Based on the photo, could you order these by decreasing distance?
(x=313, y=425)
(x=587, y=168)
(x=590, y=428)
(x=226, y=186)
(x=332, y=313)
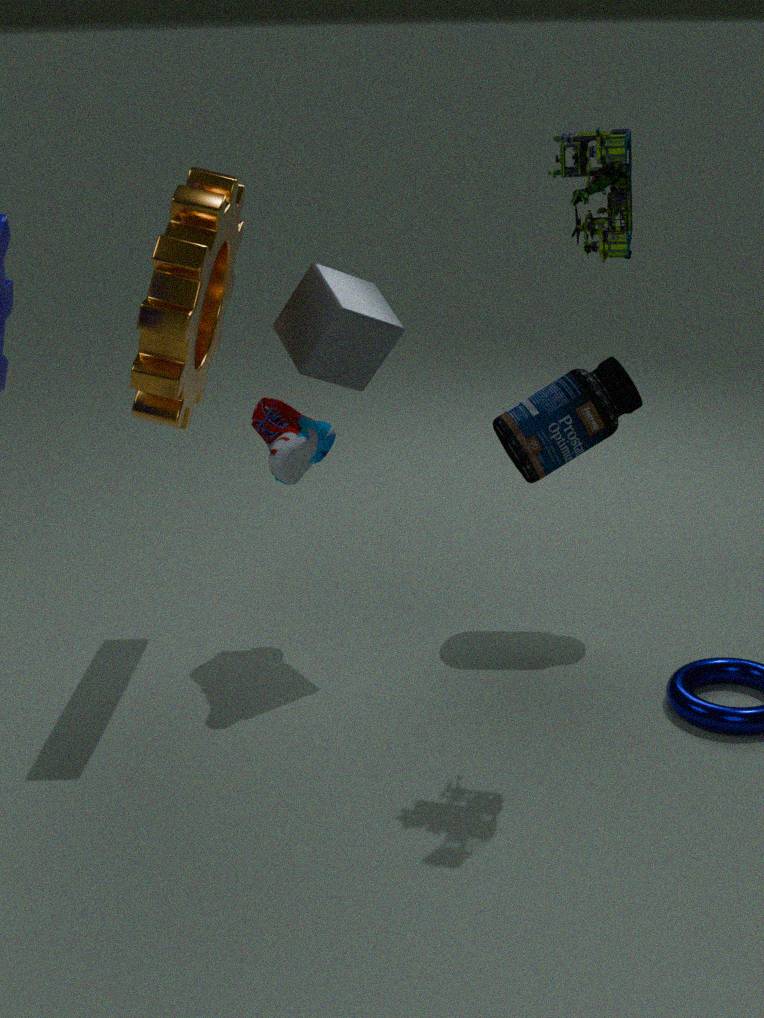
1. (x=590, y=428)
2. (x=313, y=425)
3. (x=332, y=313)
4. (x=226, y=186)
5. (x=587, y=168)
